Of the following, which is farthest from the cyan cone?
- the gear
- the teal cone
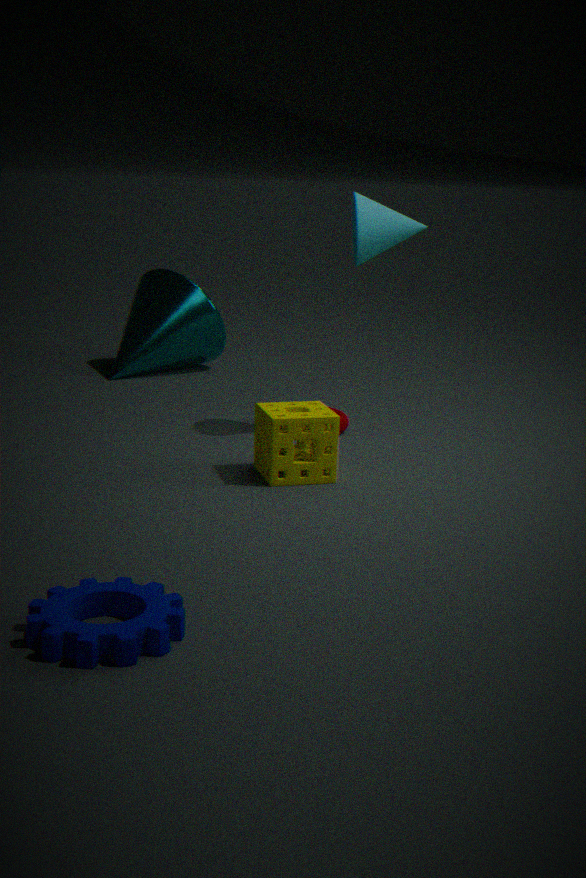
the gear
